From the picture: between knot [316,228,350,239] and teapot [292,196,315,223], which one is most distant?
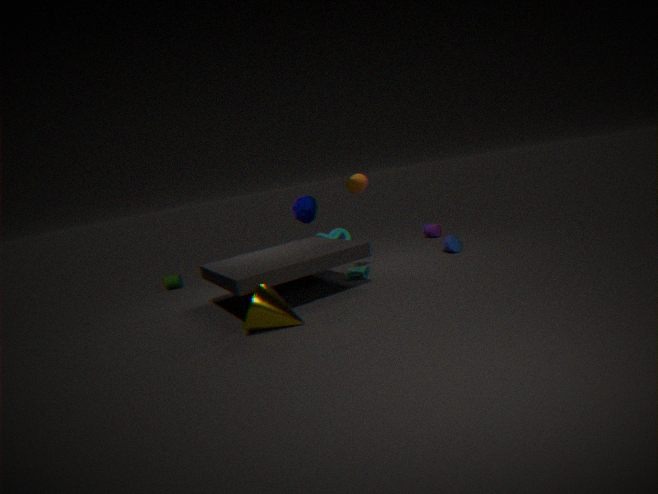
knot [316,228,350,239]
